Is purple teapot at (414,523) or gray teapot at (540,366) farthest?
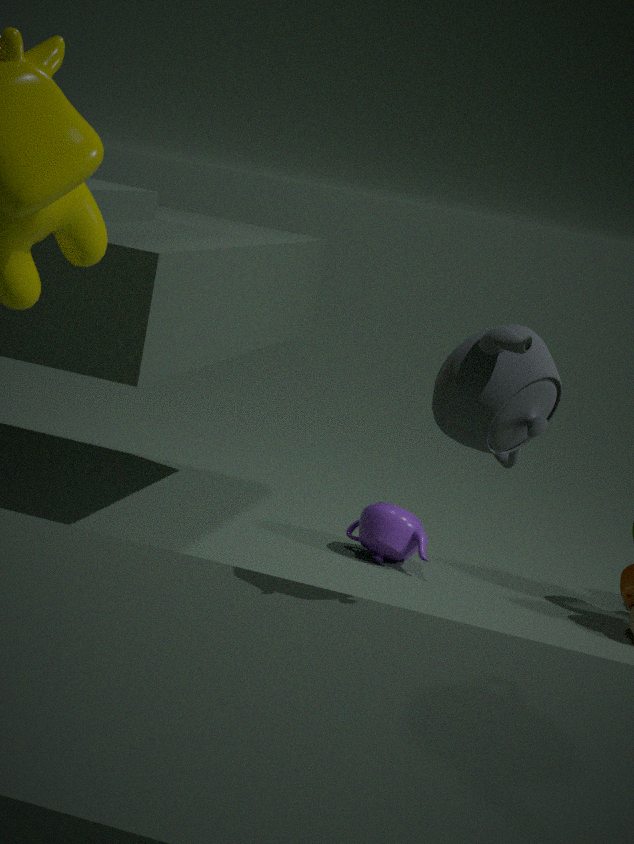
purple teapot at (414,523)
